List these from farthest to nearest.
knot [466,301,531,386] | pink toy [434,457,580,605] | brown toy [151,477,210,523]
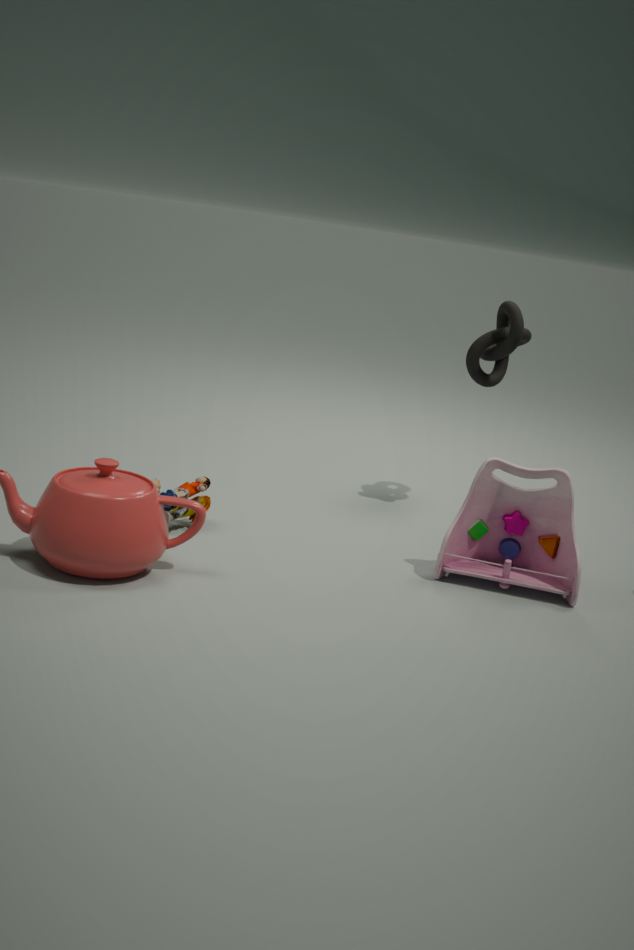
1. knot [466,301,531,386]
2. brown toy [151,477,210,523]
3. pink toy [434,457,580,605]
